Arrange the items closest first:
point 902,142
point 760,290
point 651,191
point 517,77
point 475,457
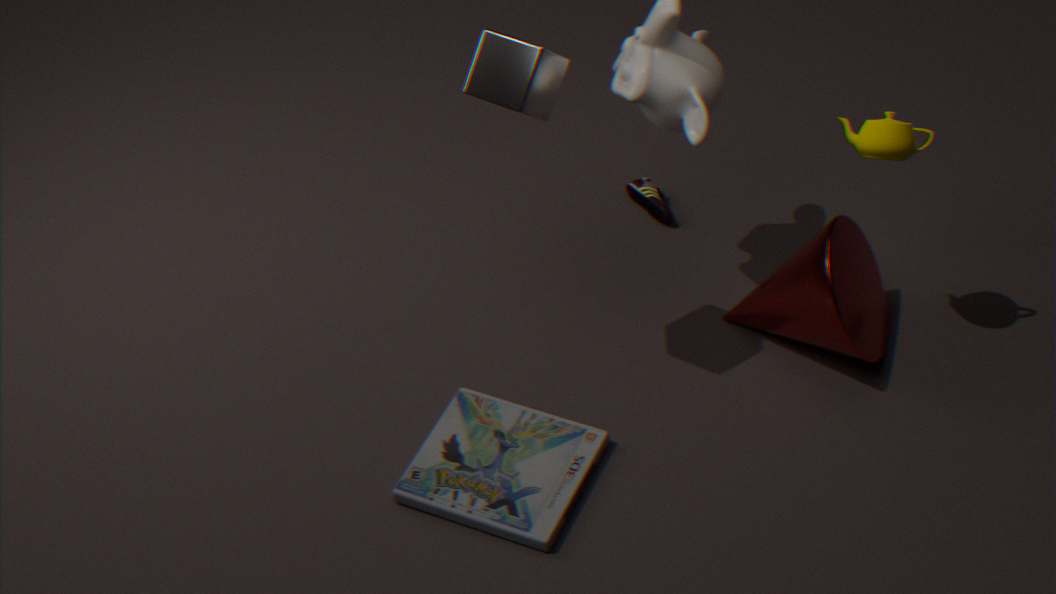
point 517,77
point 902,142
point 475,457
point 760,290
point 651,191
